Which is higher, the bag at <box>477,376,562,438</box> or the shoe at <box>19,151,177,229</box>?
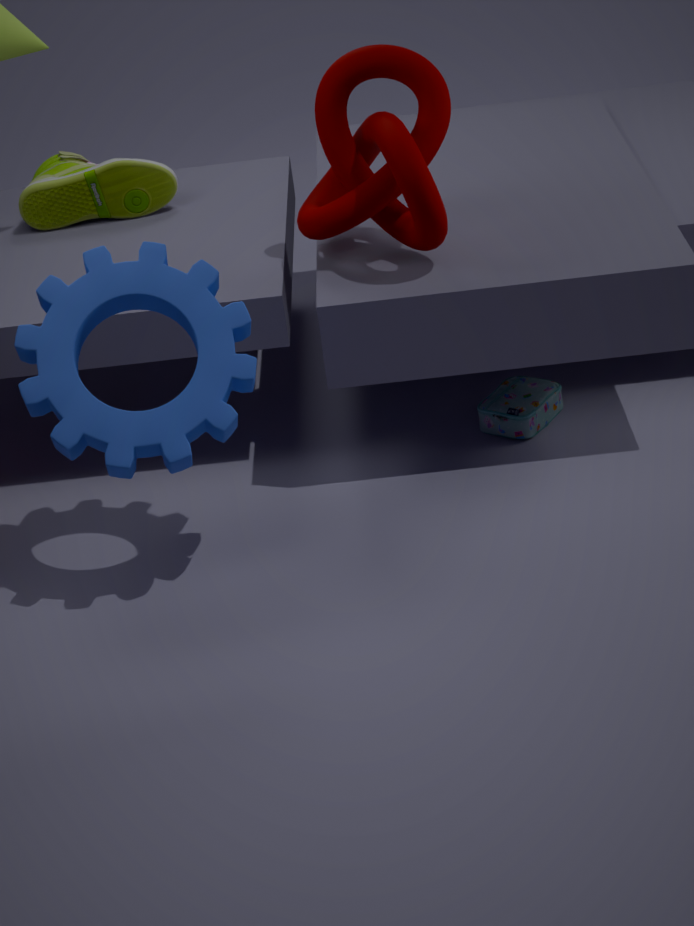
the shoe at <box>19,151,177,229</box>
